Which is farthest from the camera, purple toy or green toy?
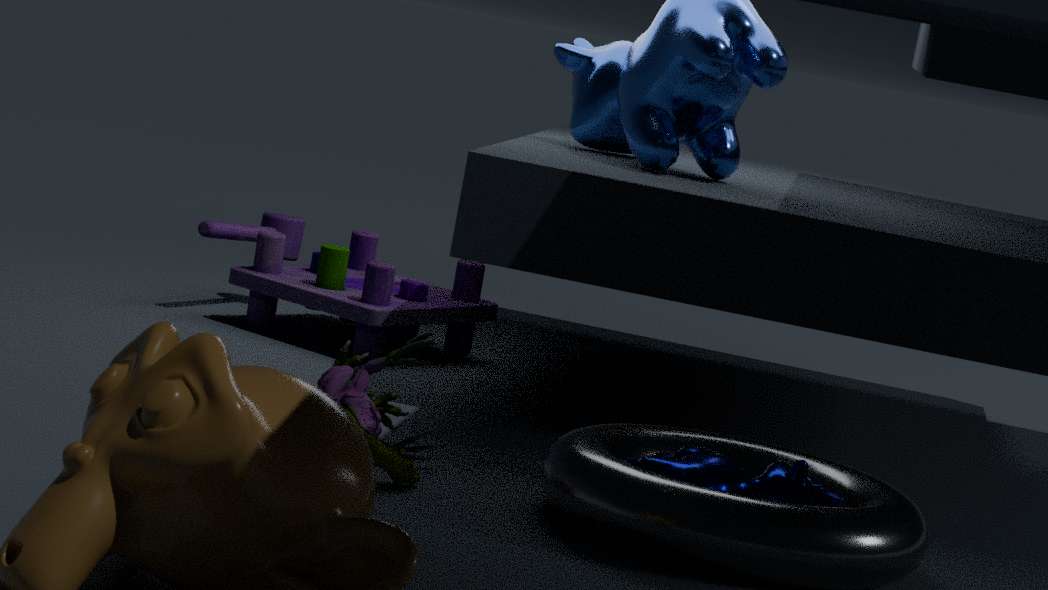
purple toy
